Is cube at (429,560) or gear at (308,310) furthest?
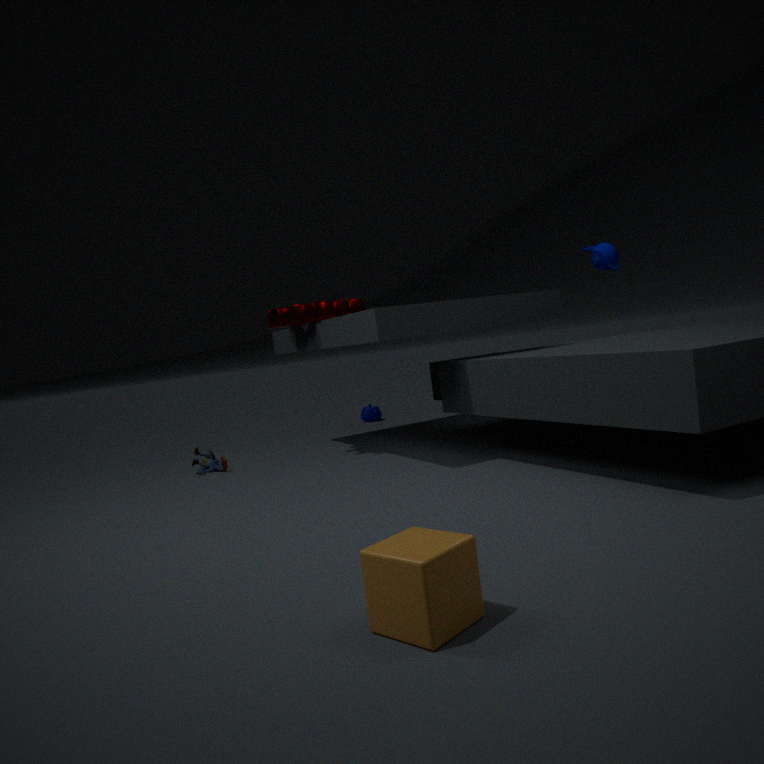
gear at (308,310)
